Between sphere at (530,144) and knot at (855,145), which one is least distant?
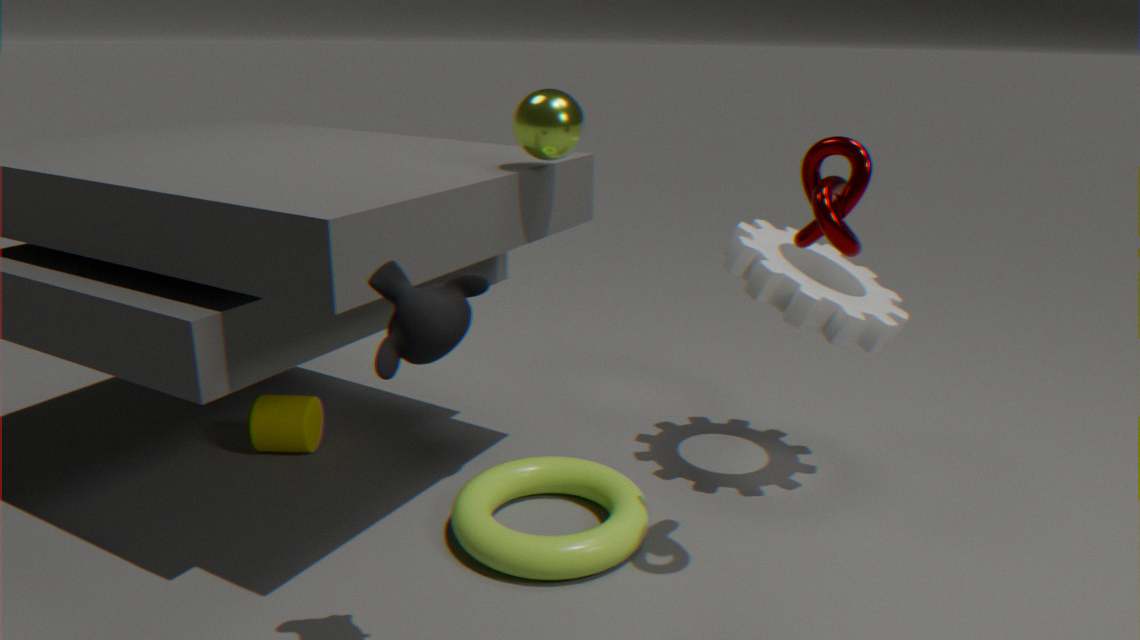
knot at (855,145)
